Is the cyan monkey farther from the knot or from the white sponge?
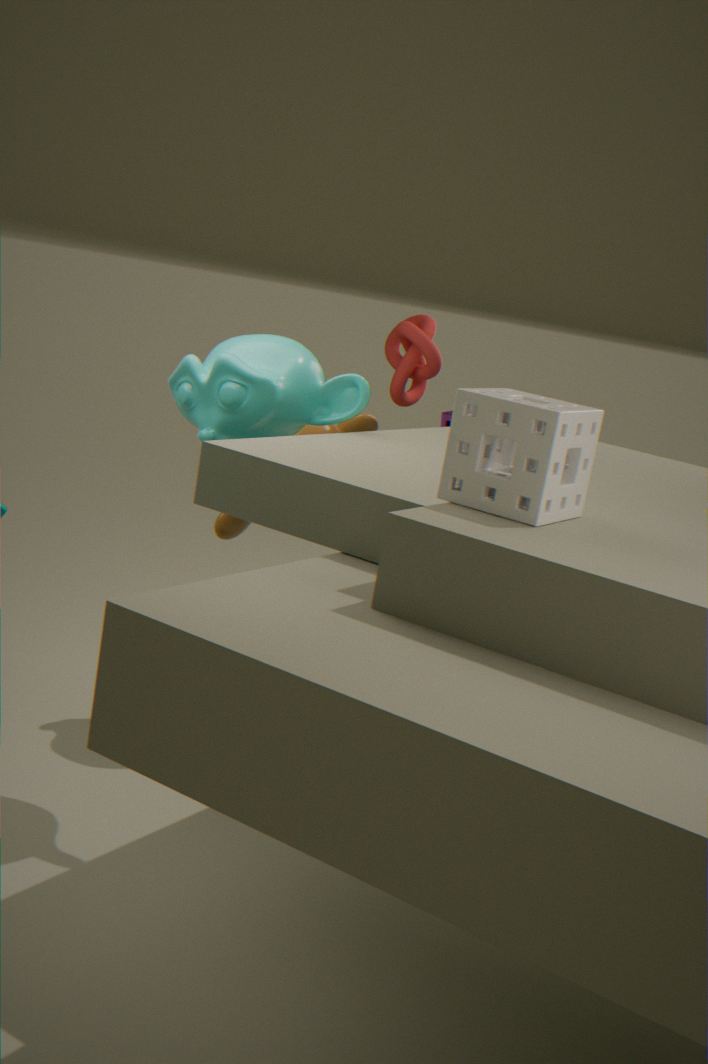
the white sponge
